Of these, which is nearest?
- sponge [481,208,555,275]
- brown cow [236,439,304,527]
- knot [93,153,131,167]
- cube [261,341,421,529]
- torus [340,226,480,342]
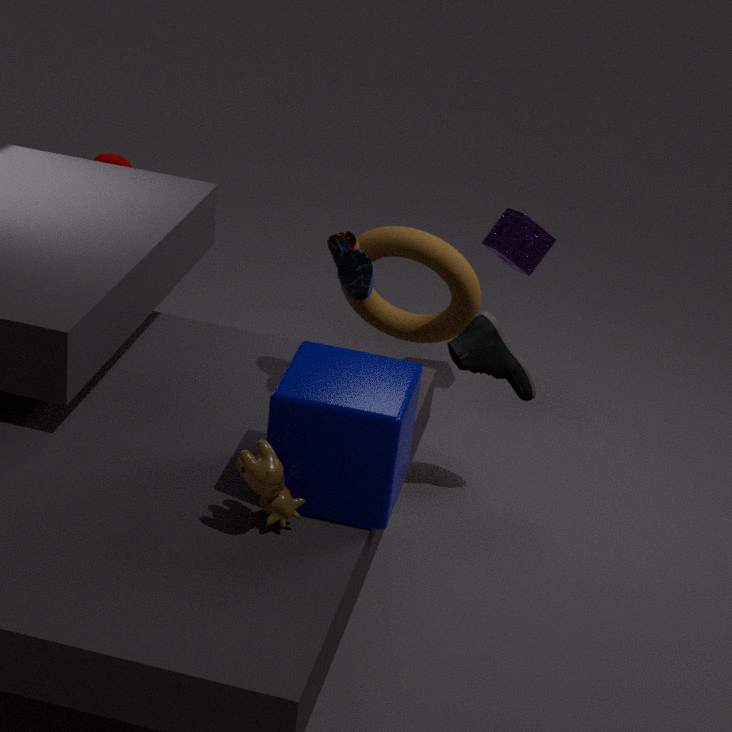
brown cow [236,439,304,527]
